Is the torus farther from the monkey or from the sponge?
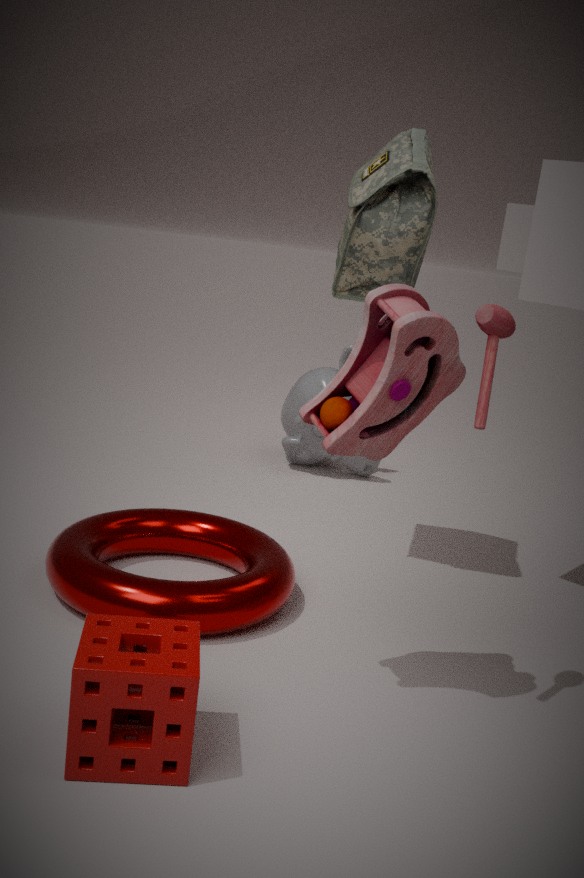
the monkey
